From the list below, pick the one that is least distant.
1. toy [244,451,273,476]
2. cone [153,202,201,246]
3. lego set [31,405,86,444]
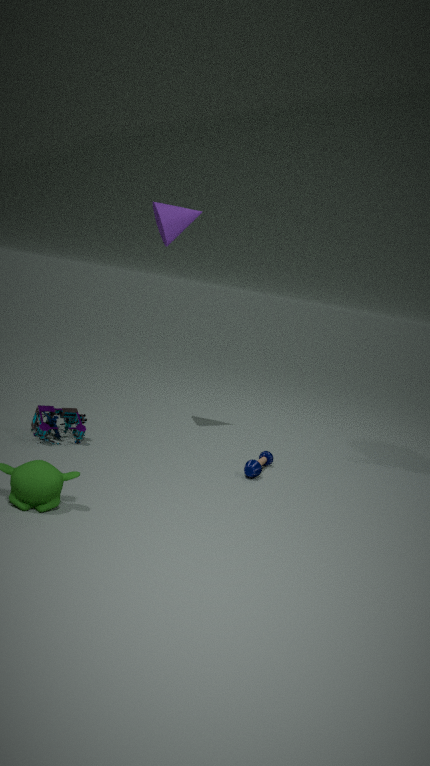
lego set [31,405,86,444]
